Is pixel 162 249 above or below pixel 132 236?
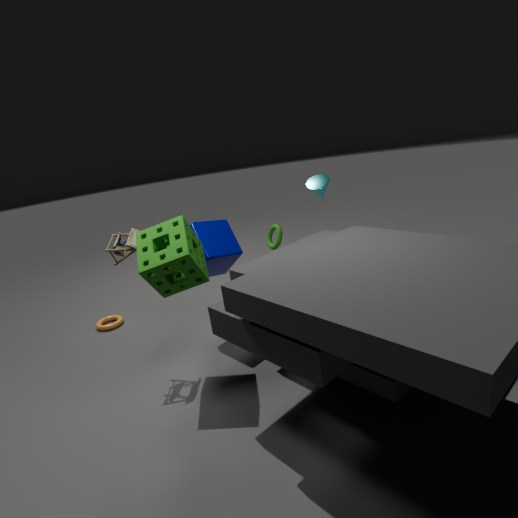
below
